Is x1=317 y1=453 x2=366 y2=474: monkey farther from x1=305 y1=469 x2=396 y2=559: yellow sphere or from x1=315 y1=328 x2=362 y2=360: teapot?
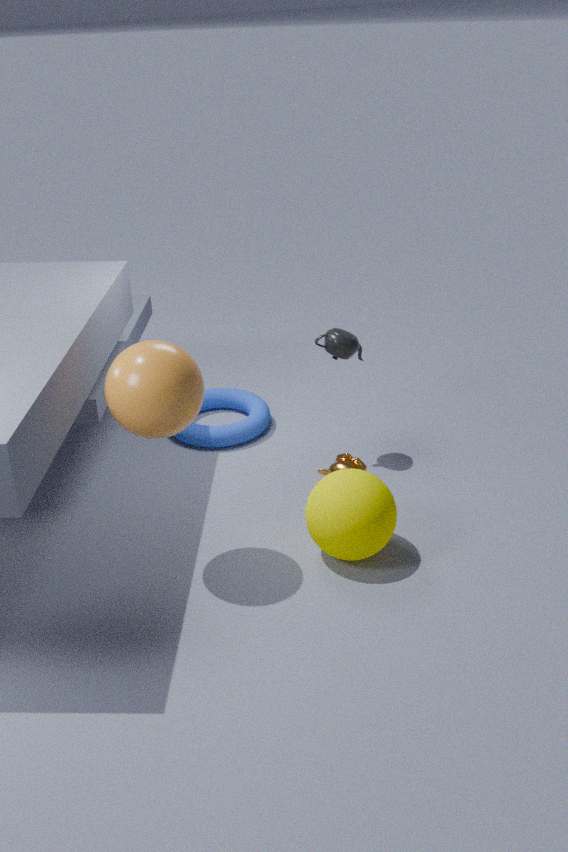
x1=315 y1=328 x2=362 y2=360: teapot
